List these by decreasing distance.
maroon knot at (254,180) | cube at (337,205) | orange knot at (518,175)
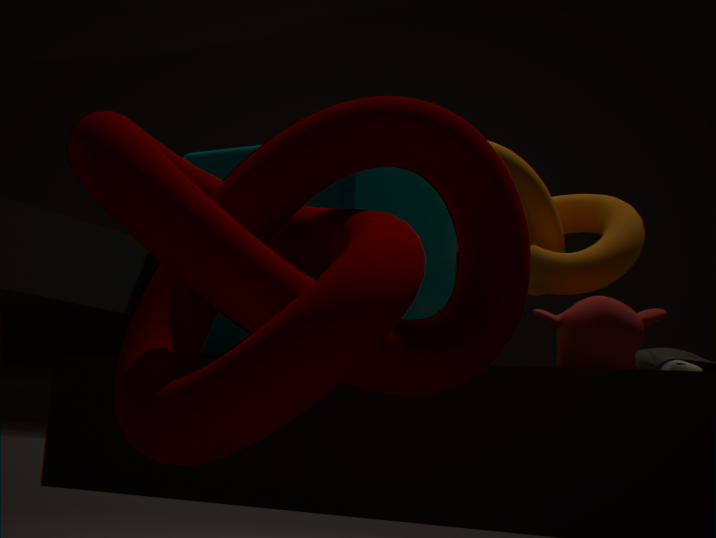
orange knot at (518,175), cube at (337,205), maroon knot at (254,180)
